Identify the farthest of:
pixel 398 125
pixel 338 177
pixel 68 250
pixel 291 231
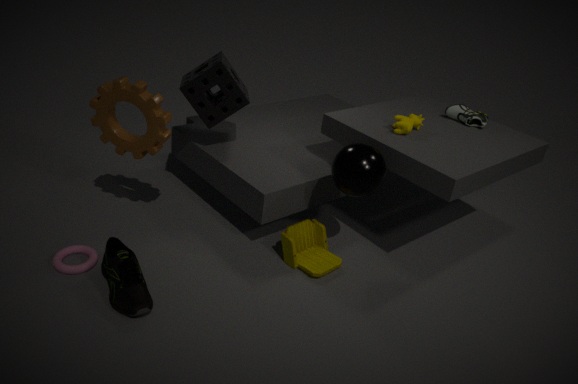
pixel 398 125
